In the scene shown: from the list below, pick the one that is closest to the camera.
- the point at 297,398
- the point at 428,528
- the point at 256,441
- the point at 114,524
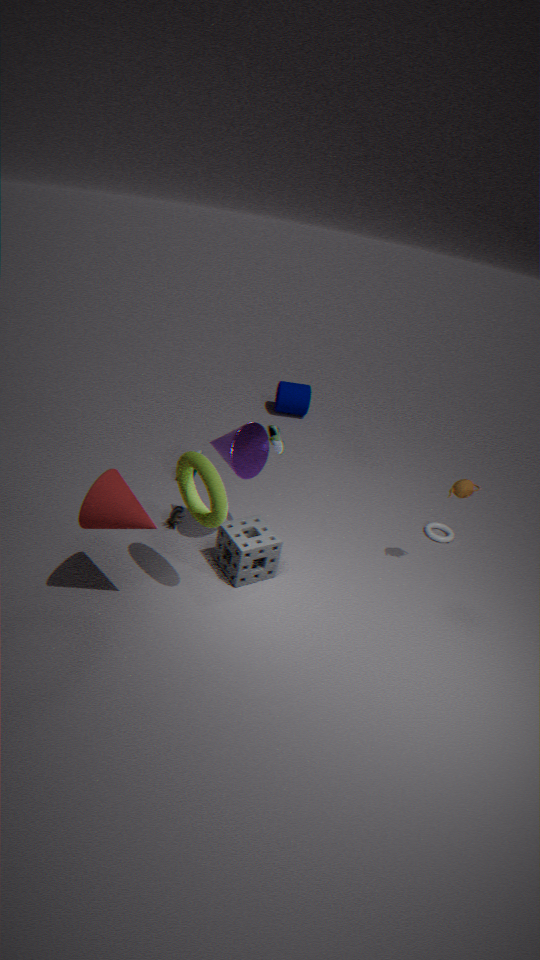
the point at 114,524
